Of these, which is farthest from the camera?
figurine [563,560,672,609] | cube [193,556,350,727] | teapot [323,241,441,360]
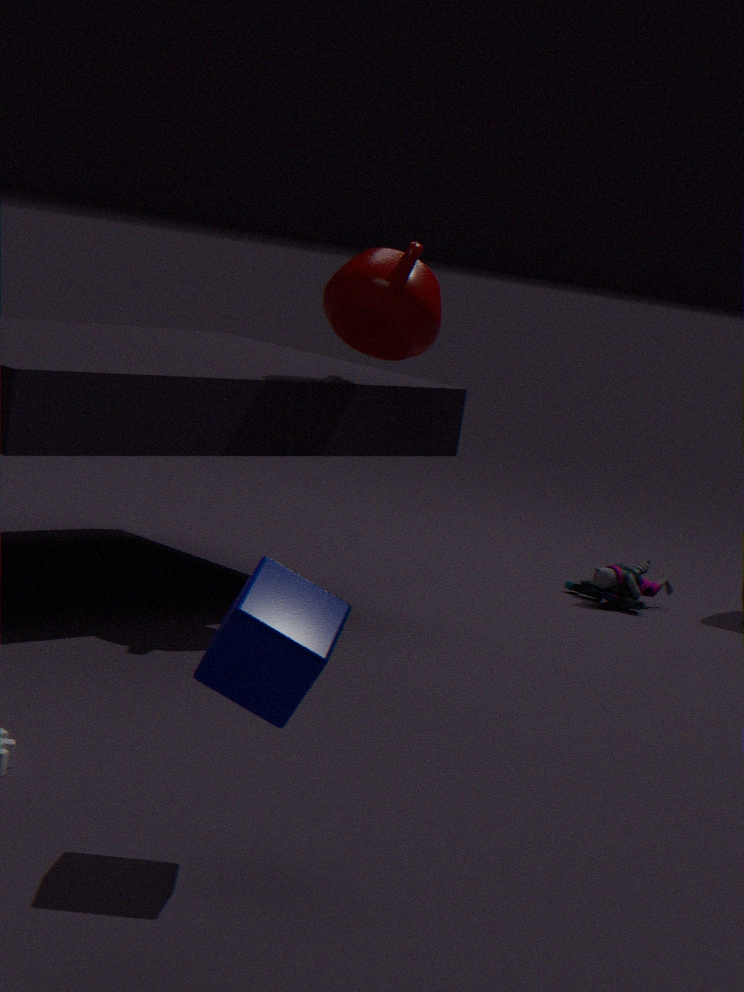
figurine [563,560,672,609]
